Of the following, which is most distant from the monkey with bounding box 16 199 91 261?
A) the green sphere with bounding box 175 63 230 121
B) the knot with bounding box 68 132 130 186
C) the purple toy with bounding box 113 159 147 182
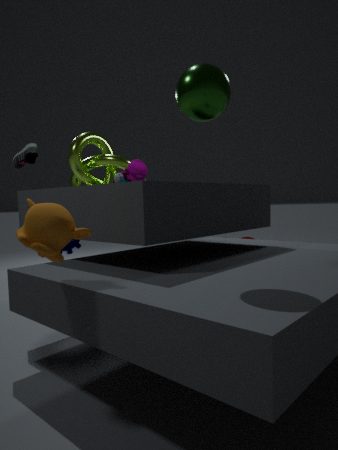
the knot with bounding box 68 132 130 186
